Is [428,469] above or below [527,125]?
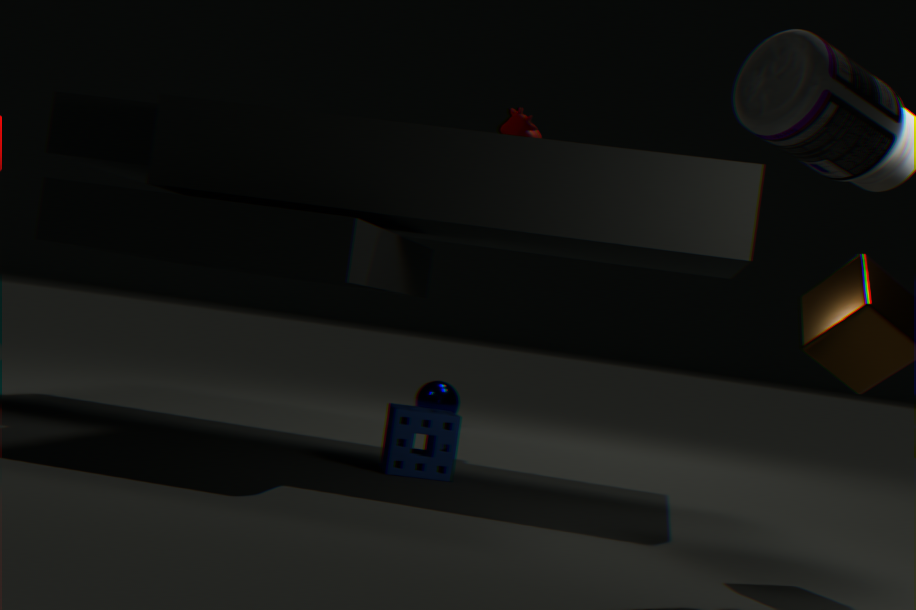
below
